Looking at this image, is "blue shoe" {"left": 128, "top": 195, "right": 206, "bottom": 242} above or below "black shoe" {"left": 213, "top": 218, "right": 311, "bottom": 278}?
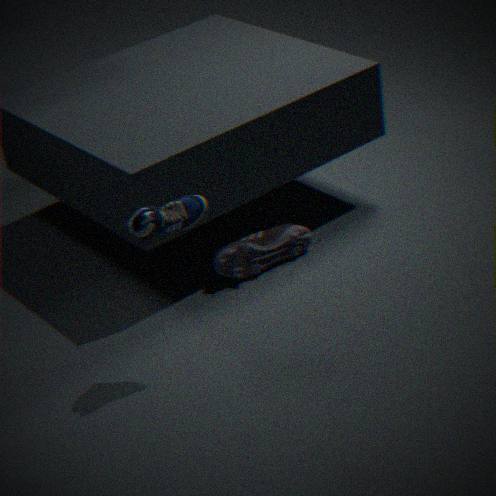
above
